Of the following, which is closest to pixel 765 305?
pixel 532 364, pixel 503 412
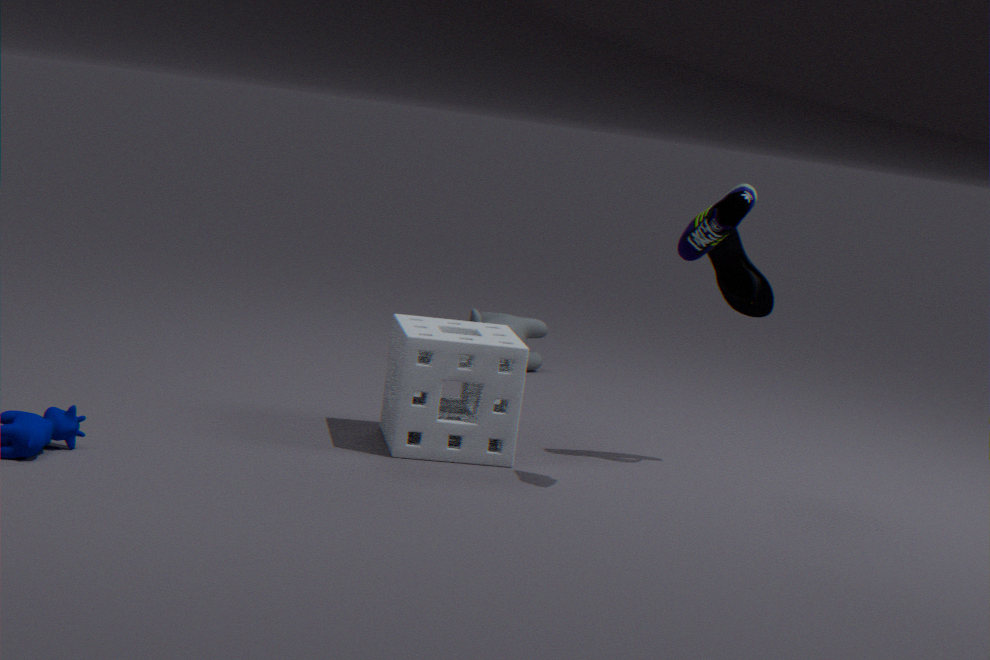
pixel 503 412
